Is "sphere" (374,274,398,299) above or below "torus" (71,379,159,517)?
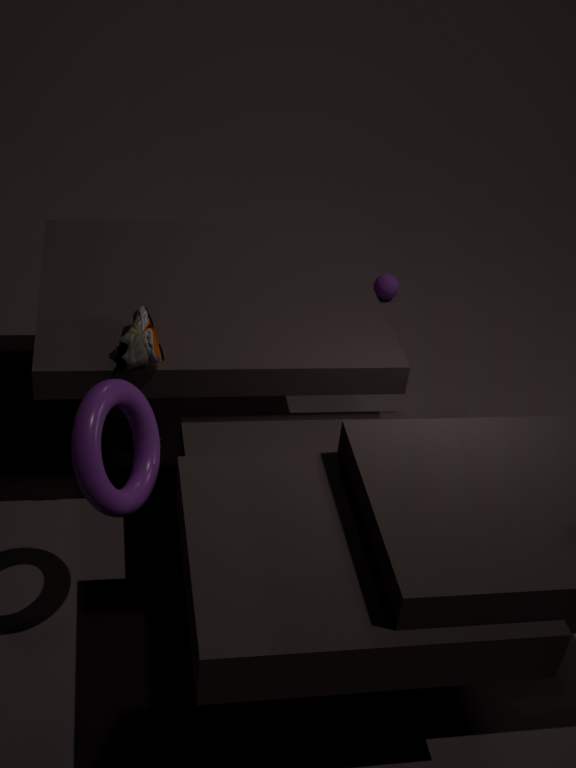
below
